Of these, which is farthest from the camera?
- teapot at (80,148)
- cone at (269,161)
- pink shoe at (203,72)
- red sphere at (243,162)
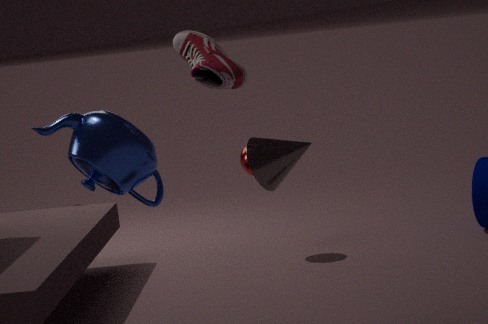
red sphere at (243,162)
